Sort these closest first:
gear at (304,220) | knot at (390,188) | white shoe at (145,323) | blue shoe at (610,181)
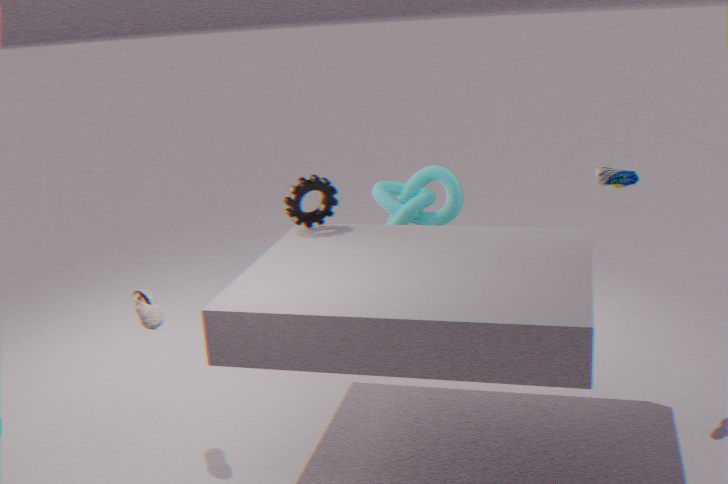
white shoe at (145,323)
blue shoe at (610,181)
gear at (304,220)
knot at (390,188)
